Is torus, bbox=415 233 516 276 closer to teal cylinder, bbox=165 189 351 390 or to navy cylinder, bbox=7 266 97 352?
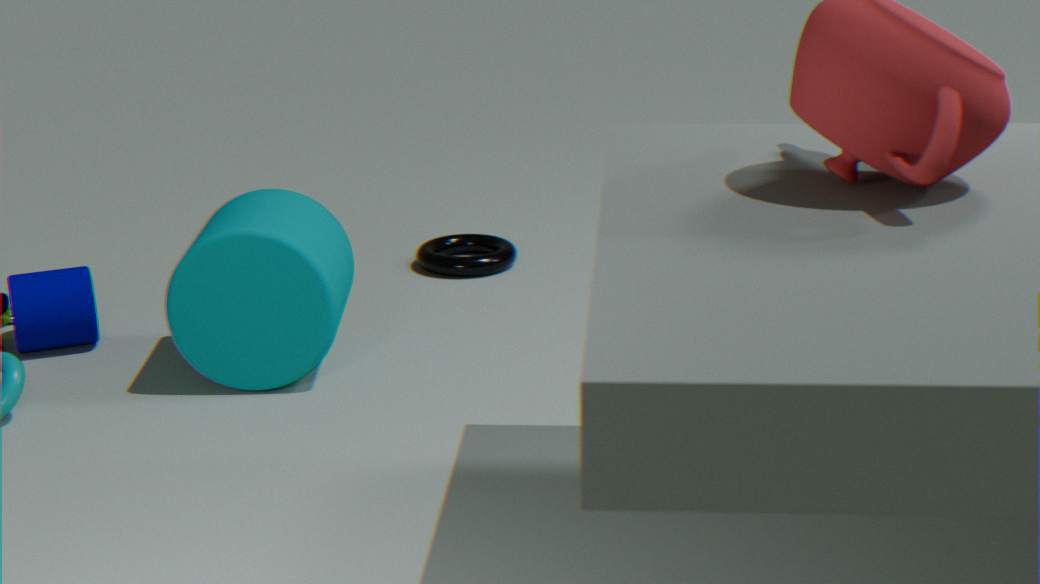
teal cylinder, bbox=165 189 351 390
